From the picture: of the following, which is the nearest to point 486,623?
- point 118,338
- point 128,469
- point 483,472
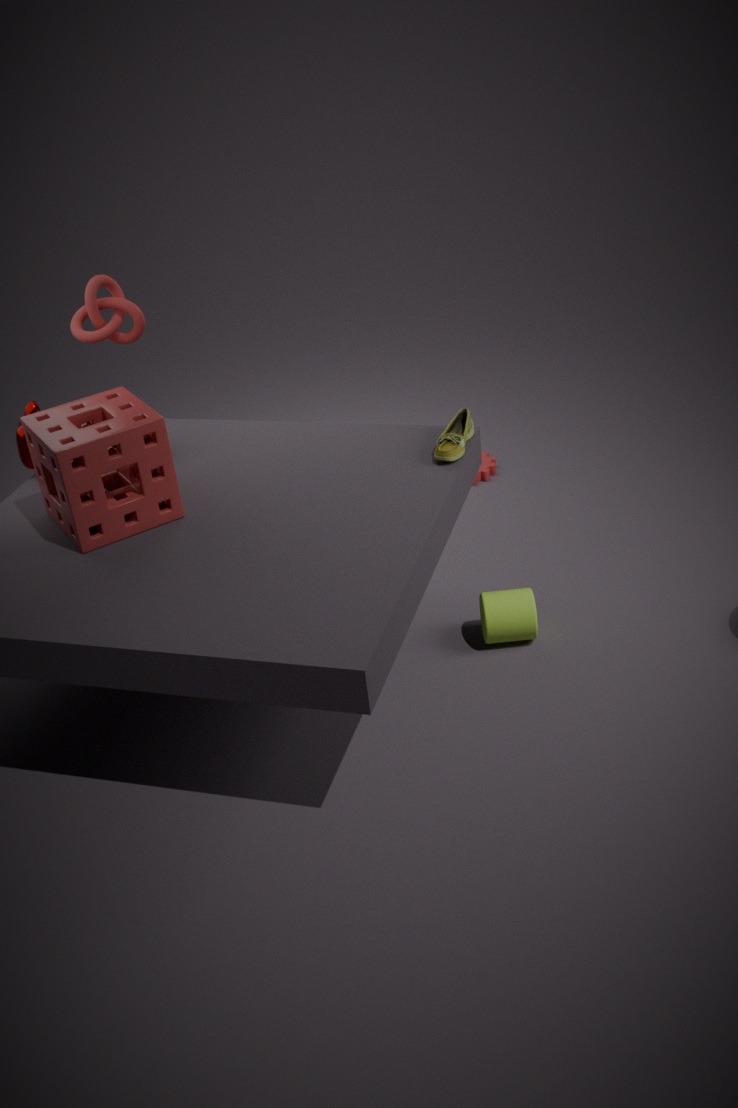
point 483,472
